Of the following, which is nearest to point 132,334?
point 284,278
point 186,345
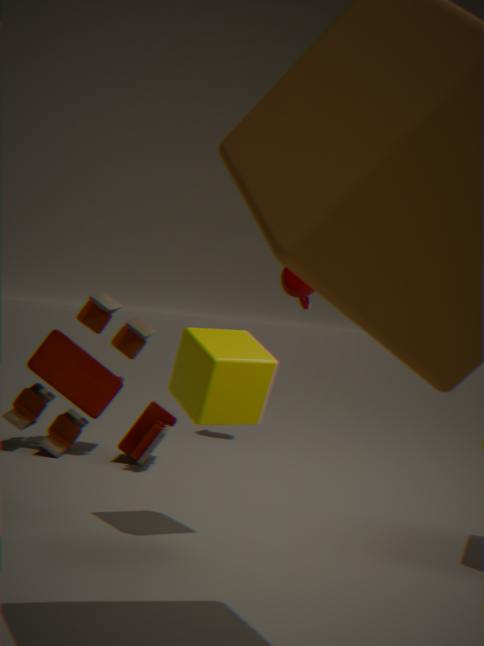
point 284,278
